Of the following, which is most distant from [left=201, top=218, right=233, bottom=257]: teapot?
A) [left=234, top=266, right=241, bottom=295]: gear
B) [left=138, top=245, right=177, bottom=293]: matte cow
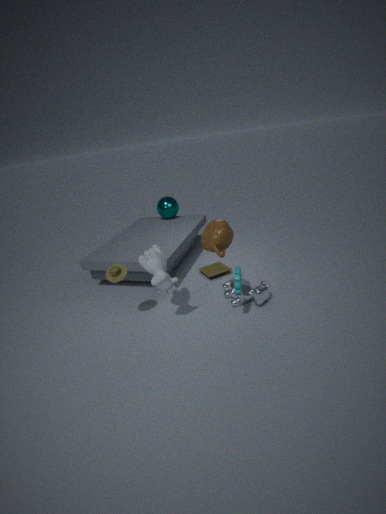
[left=138, top=245, right=177, bottom=293]: matte cow
